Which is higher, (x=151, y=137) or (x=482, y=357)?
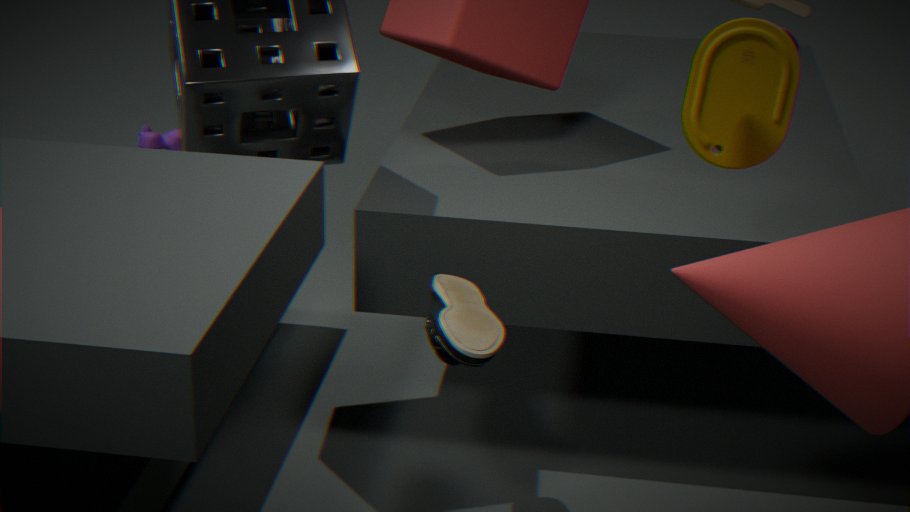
(x=482, y=357)
